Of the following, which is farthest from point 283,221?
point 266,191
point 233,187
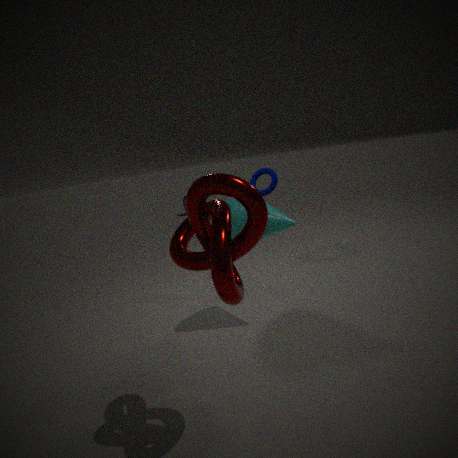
point 233,187
